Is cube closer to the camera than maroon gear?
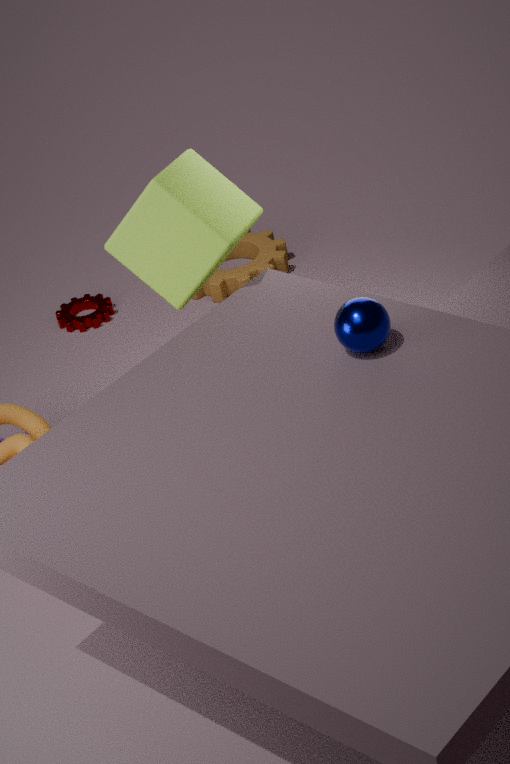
Yes
